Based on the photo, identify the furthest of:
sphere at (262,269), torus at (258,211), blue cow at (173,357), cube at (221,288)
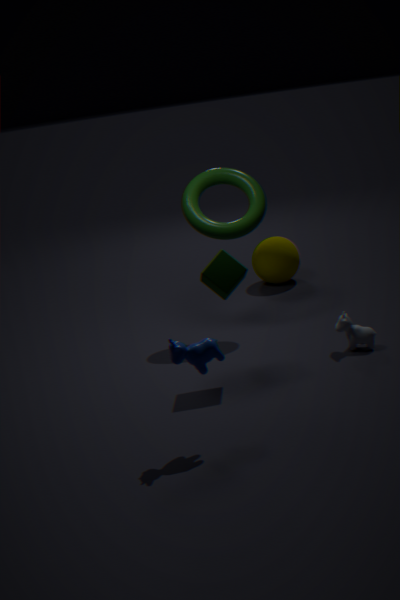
sphere at (262,269)
